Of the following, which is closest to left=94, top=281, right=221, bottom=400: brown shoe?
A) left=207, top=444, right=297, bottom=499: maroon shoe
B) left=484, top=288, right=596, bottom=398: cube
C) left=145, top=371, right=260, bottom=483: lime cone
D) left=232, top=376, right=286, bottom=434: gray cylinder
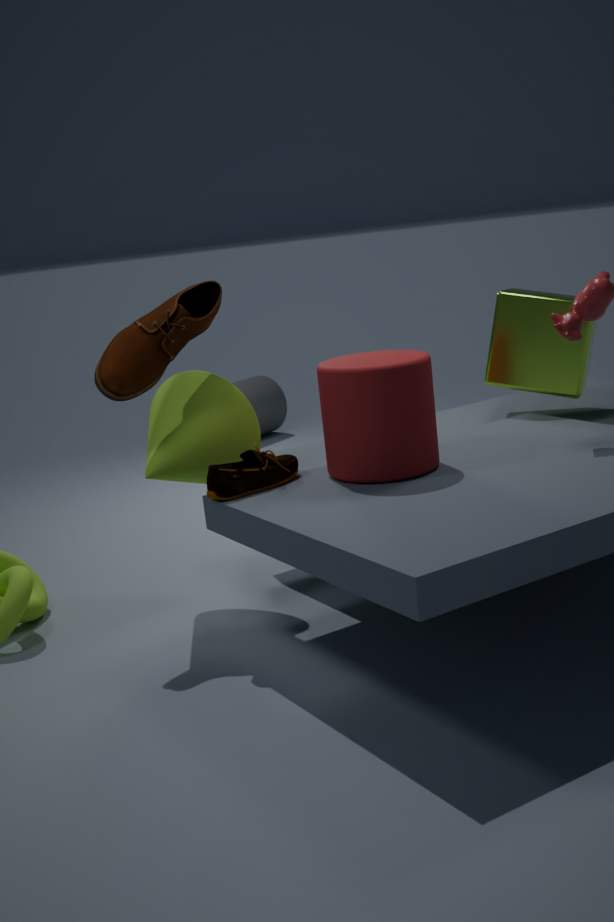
left=145, top=371, right=260, bottom=483: lime cone
